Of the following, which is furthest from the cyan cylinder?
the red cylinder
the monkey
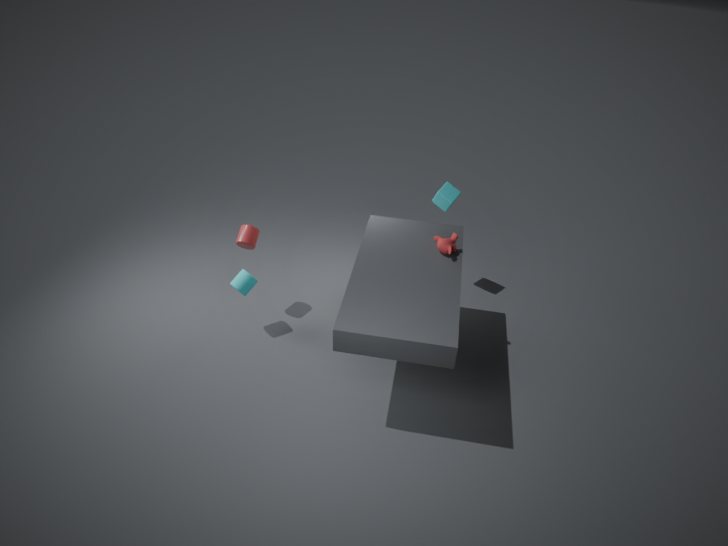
the monkey
